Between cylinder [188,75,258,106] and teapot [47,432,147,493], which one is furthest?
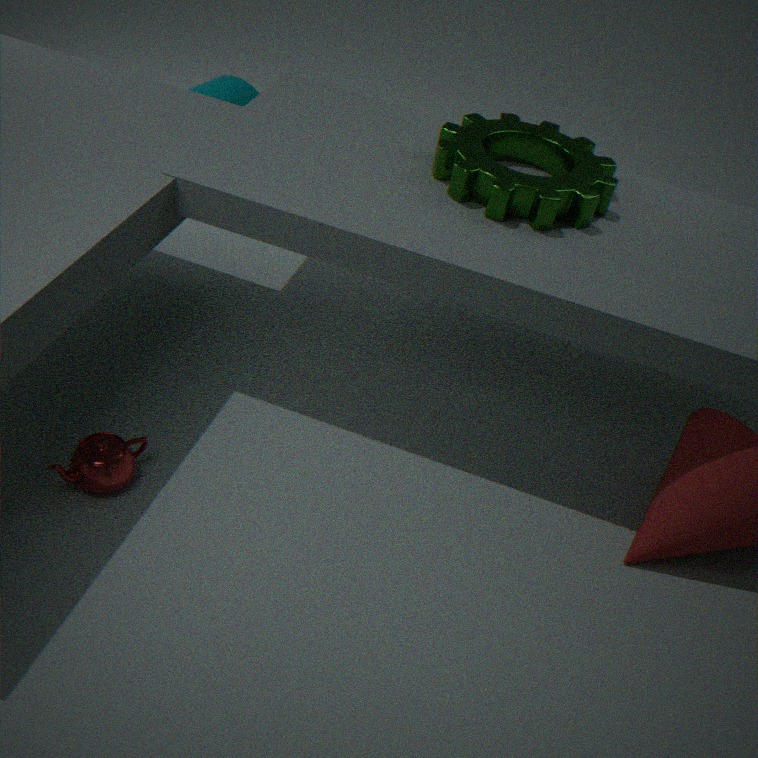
cylinder [188,75,258,106]
